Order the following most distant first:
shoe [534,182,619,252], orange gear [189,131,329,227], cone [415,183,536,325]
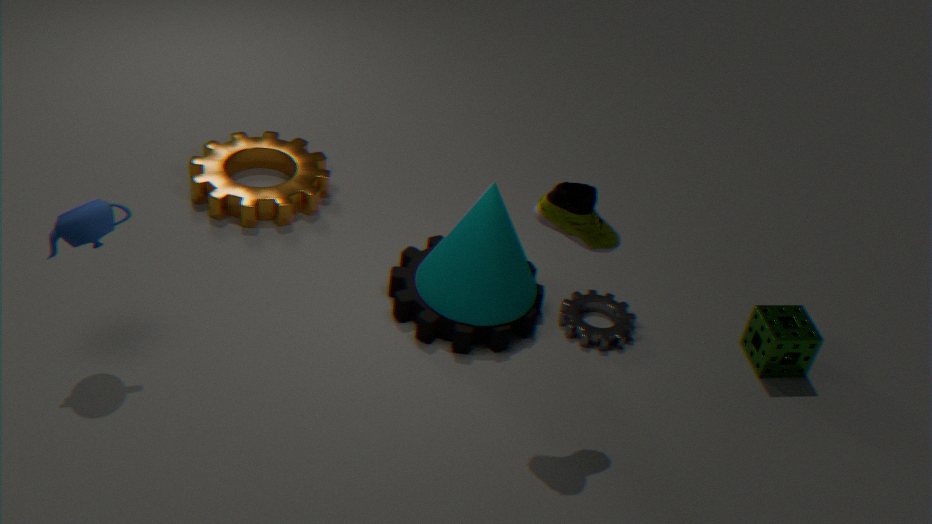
orange gear [189,131,329,227]
cone [415,183,536,325]
shoe [534,182,619,252]
